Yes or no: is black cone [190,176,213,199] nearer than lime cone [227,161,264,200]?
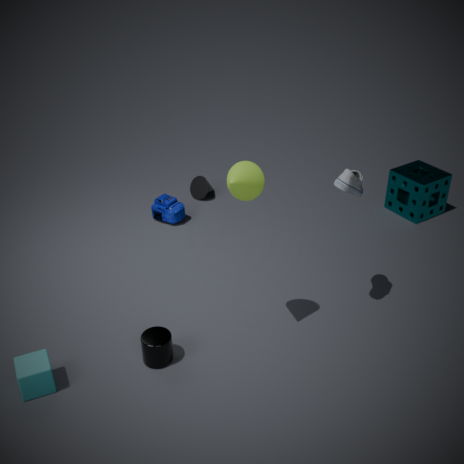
No
